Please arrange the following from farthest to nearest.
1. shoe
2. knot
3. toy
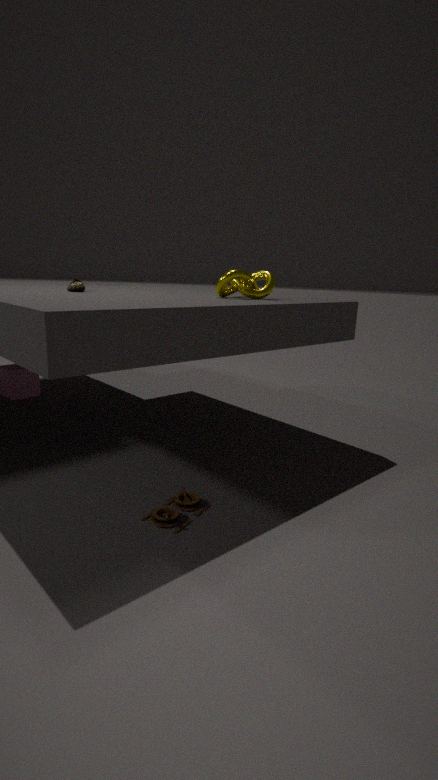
shoe, knot, toy
